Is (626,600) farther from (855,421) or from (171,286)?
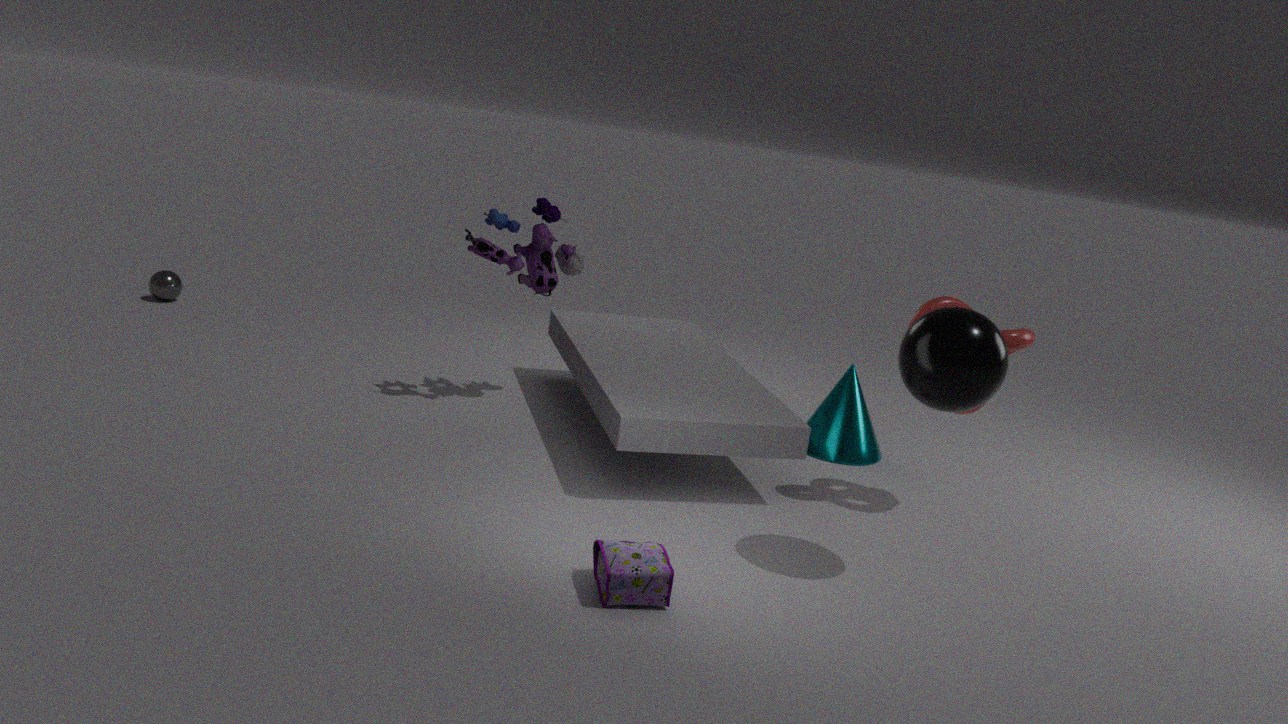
(171,286)
